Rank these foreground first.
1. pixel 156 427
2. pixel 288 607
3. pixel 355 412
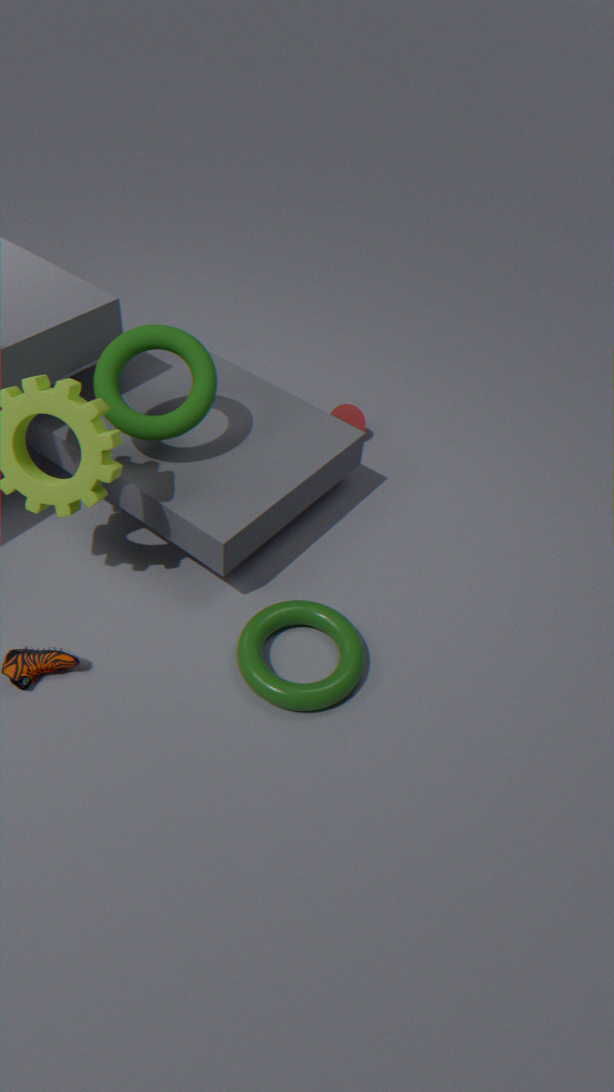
pixel 156 427 < pixel 288 607 < pixel 355 412
